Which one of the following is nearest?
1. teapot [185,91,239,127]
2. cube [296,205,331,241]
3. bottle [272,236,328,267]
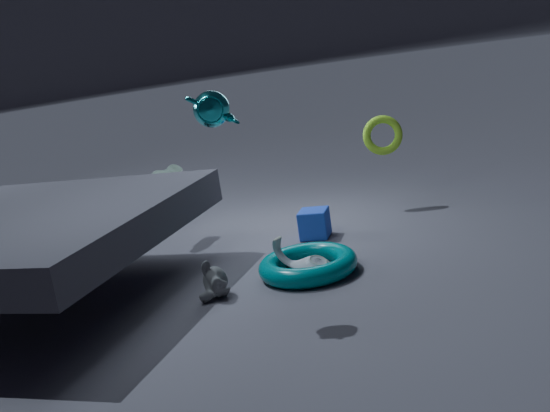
teapot [185,91,239,127]
